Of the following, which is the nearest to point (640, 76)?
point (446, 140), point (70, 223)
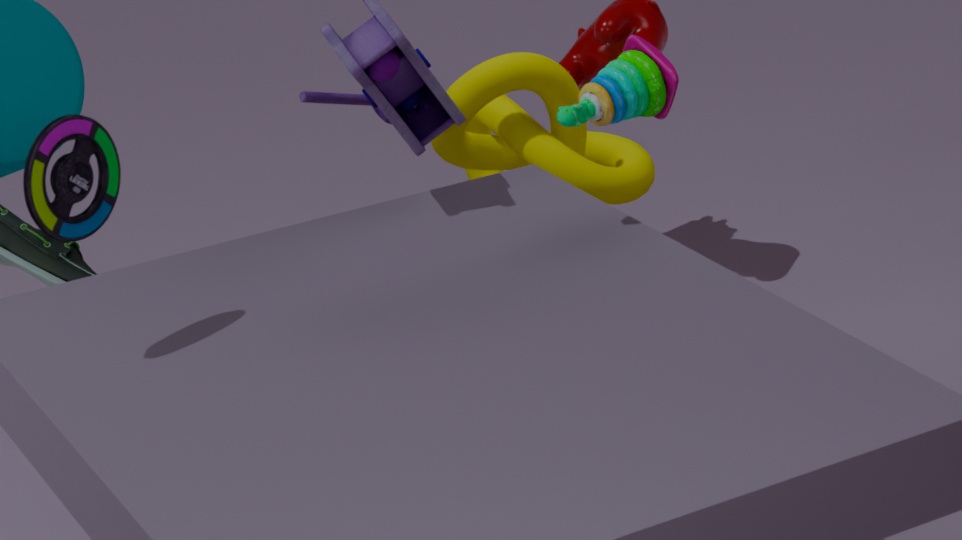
point (446, 140)
